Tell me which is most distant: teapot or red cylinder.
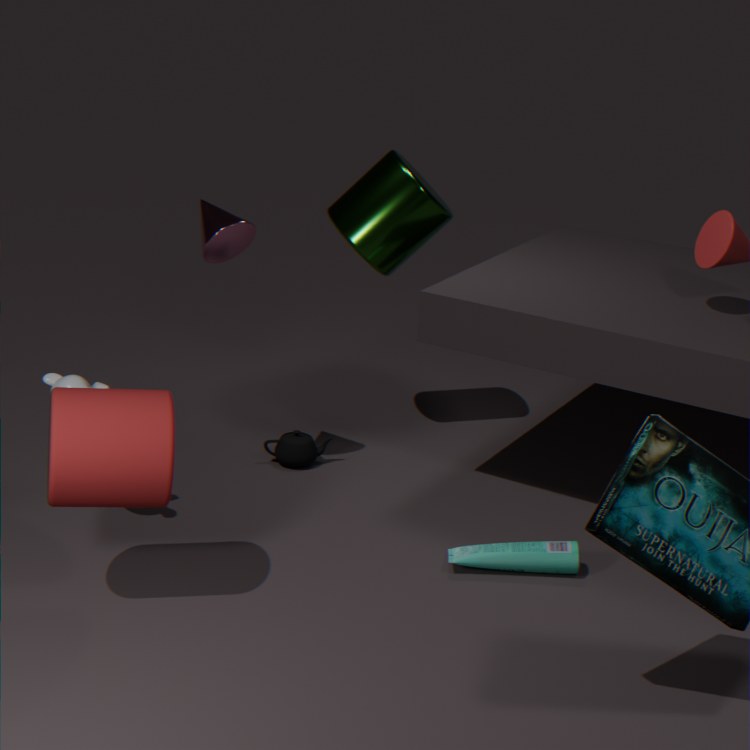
teapot
